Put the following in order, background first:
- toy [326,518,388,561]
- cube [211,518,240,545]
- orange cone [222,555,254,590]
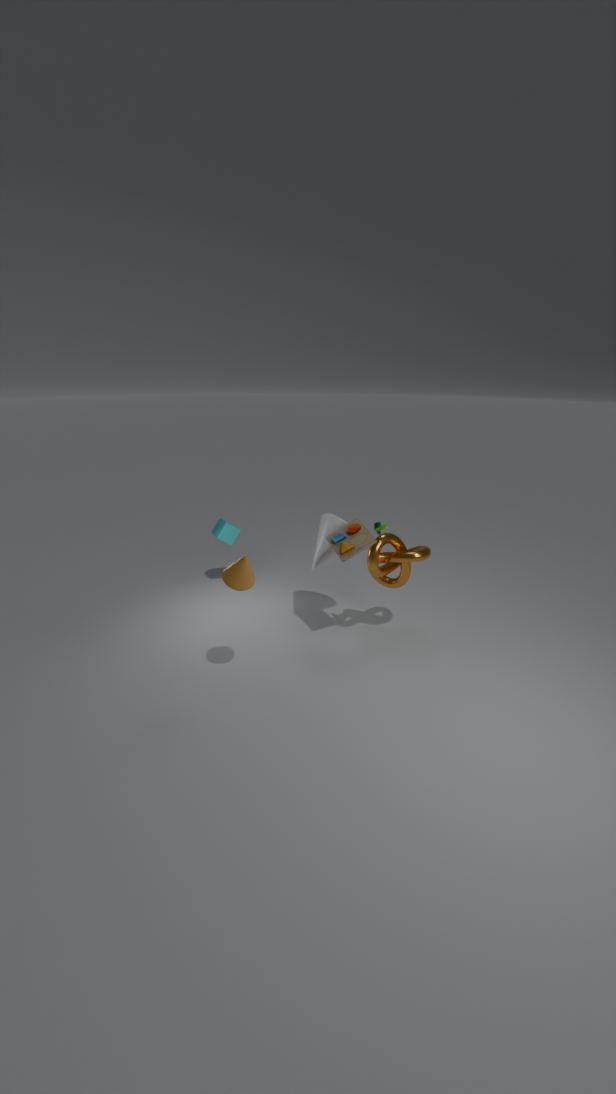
cube [211,518,240,545] → toy [326,518,388,561] → orange cone [222,555,254,590]
